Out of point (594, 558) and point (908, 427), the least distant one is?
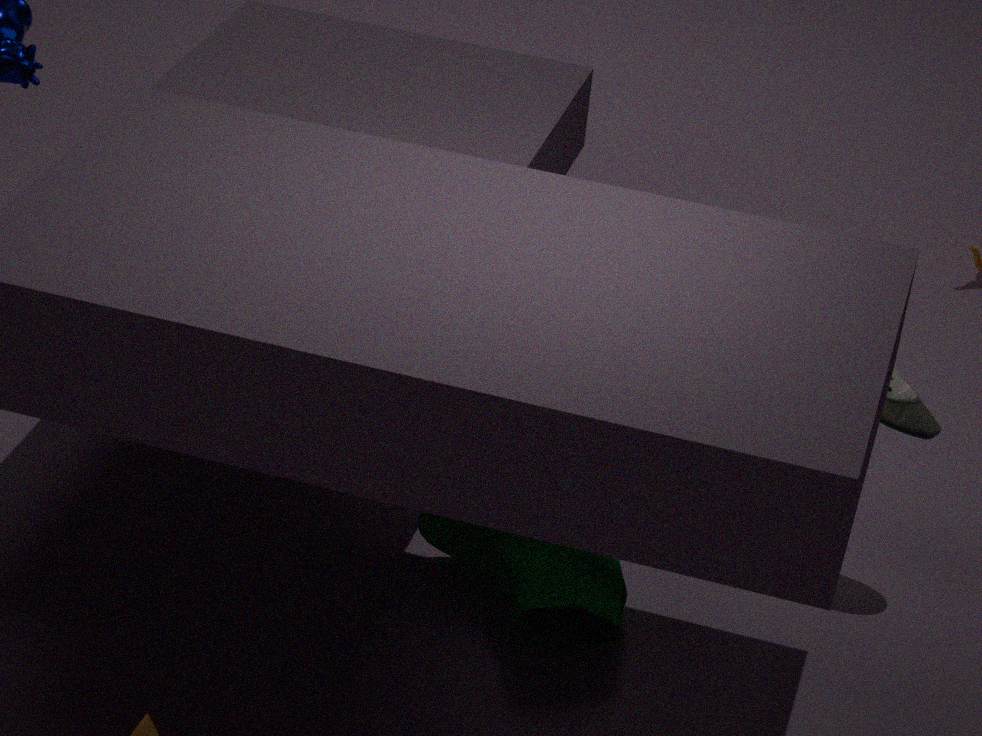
point (594, 558)
